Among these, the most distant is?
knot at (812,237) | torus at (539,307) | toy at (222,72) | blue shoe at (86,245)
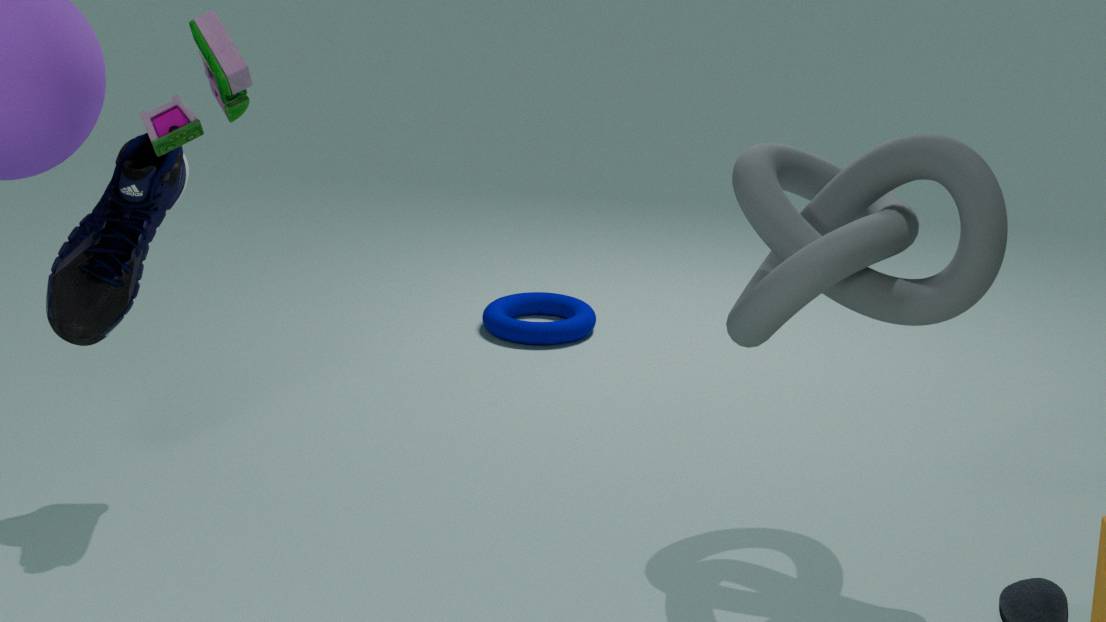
torus at (539,307)
